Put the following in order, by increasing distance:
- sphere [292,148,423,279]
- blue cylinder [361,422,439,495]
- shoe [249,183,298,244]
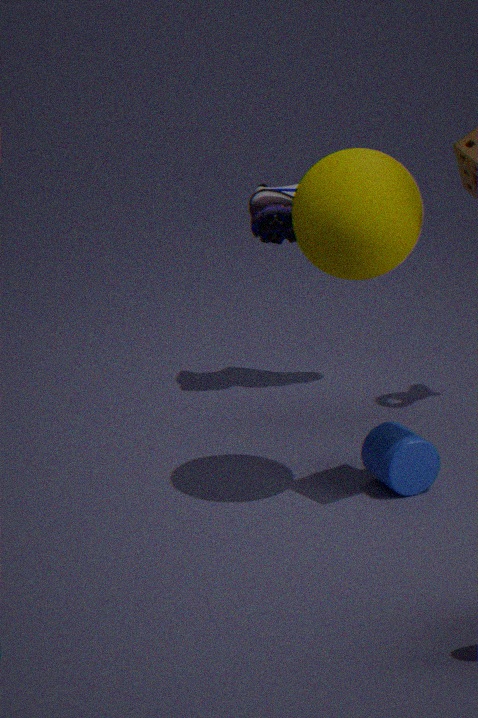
sphere [292,148,423,279] → blue cylinder [361,422,439,495] → shoe [249,183,298,244]
